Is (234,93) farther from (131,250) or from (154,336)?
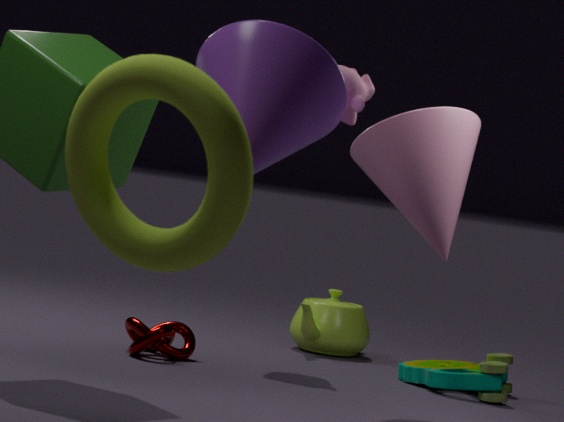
(154,336)
